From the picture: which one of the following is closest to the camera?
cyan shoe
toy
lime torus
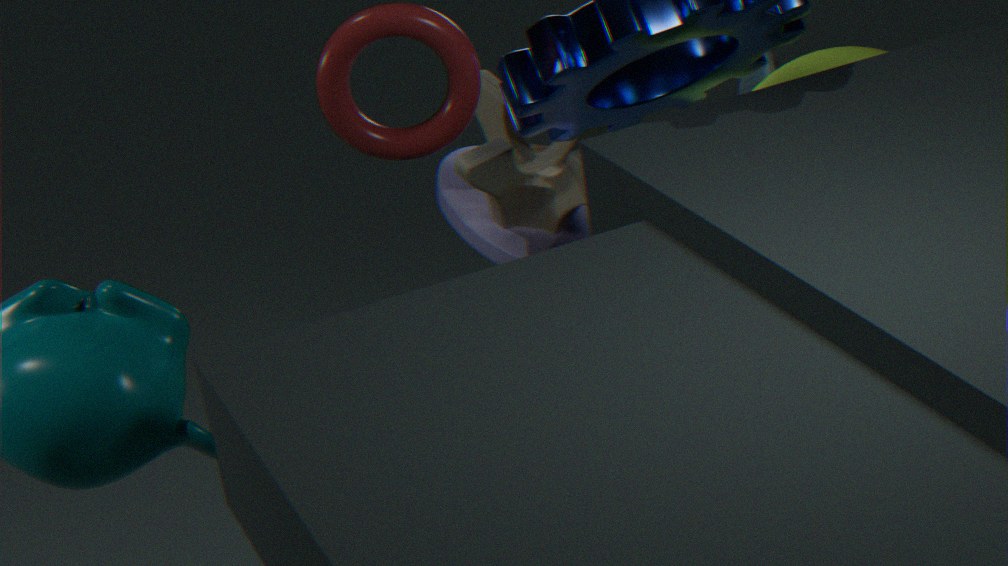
toy
